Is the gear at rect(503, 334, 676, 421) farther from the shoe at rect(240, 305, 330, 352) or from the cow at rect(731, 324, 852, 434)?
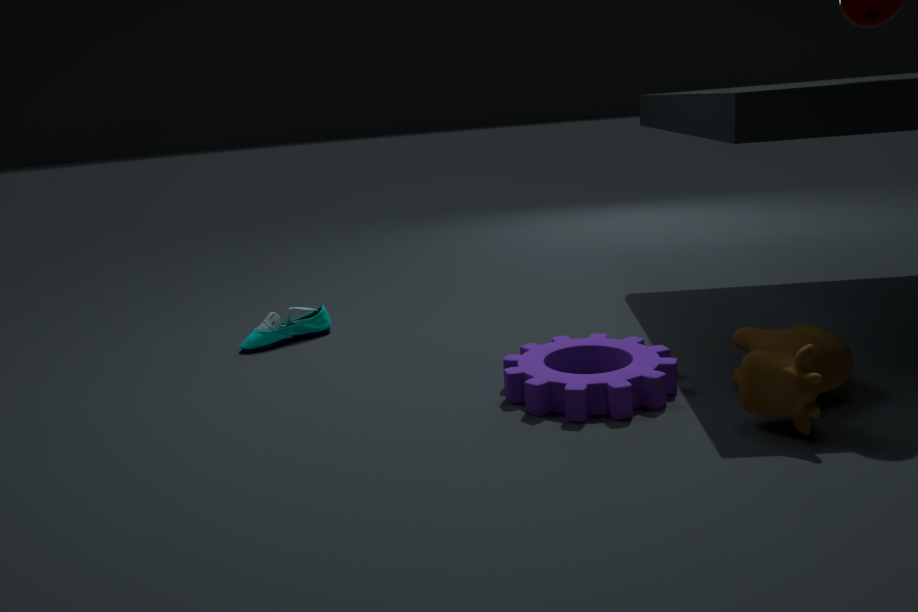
the shoe at rect(240, 305, 330, 352)
